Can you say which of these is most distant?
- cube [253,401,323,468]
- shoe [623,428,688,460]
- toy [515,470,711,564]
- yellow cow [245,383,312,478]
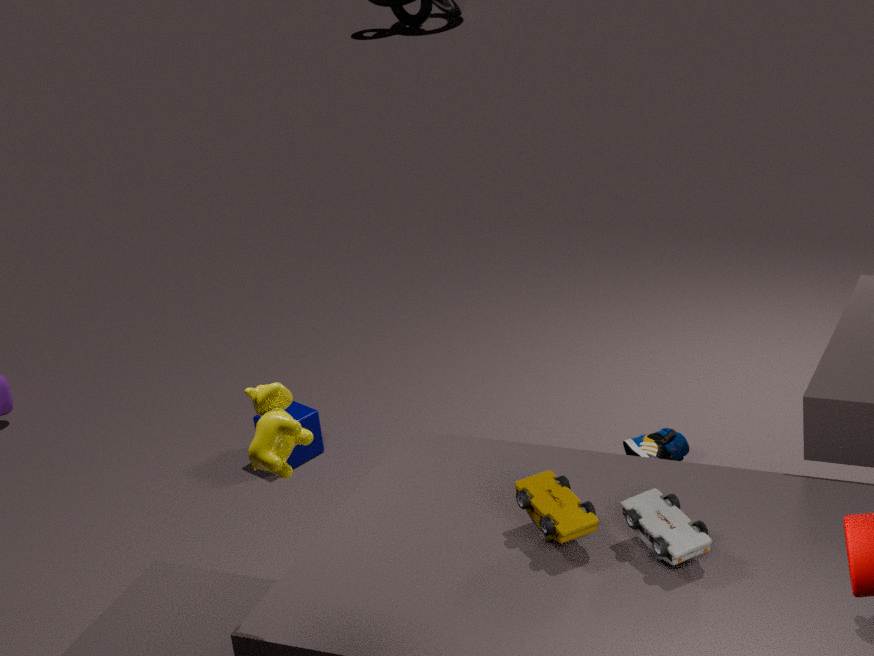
cube [253,401,323,468]
